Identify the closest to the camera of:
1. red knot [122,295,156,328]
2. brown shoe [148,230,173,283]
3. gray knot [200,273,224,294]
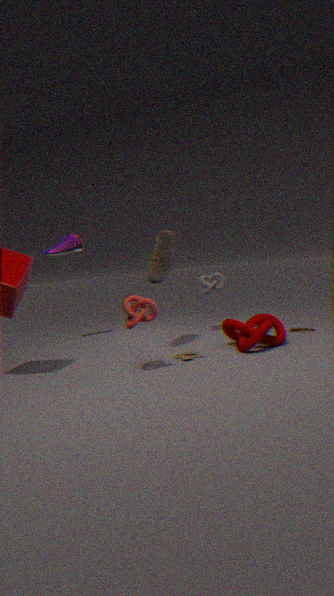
red knot [122,295,156,328]
